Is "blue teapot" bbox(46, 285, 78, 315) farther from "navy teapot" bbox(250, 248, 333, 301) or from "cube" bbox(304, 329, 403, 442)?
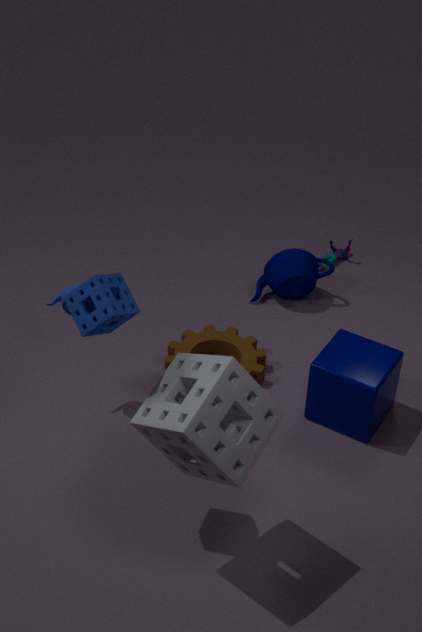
"navy teapot" bbox(250, 248, 333, 301)
